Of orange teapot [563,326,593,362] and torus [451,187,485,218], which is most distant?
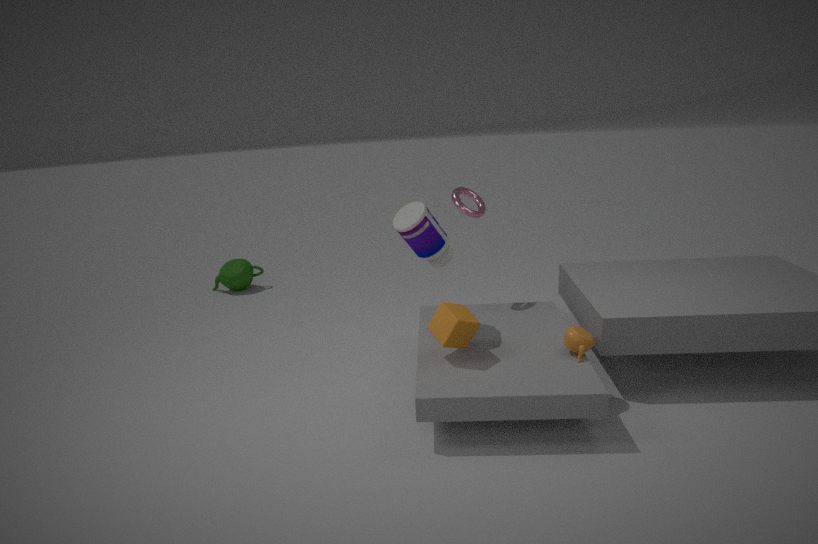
torus [451,187,485,218]
